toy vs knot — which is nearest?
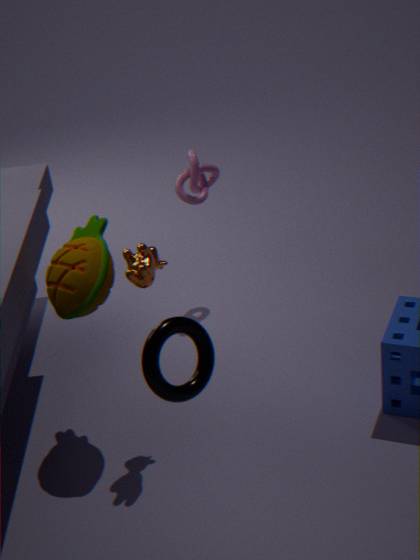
toy
